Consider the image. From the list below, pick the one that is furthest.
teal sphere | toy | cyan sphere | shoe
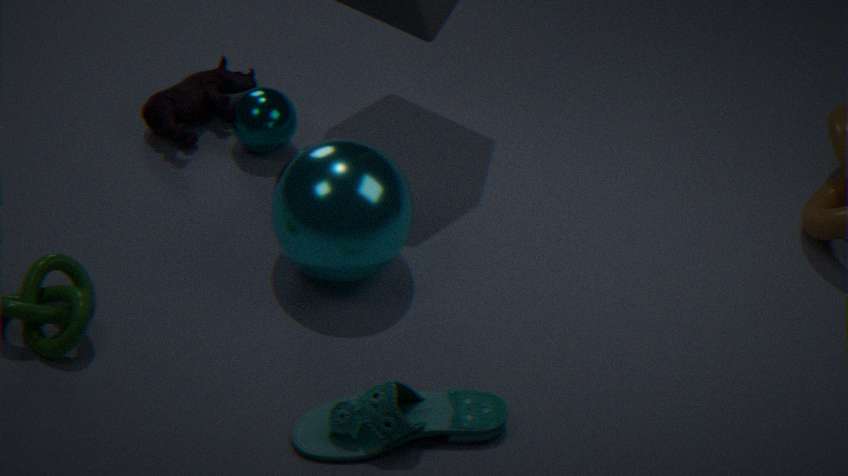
toy
